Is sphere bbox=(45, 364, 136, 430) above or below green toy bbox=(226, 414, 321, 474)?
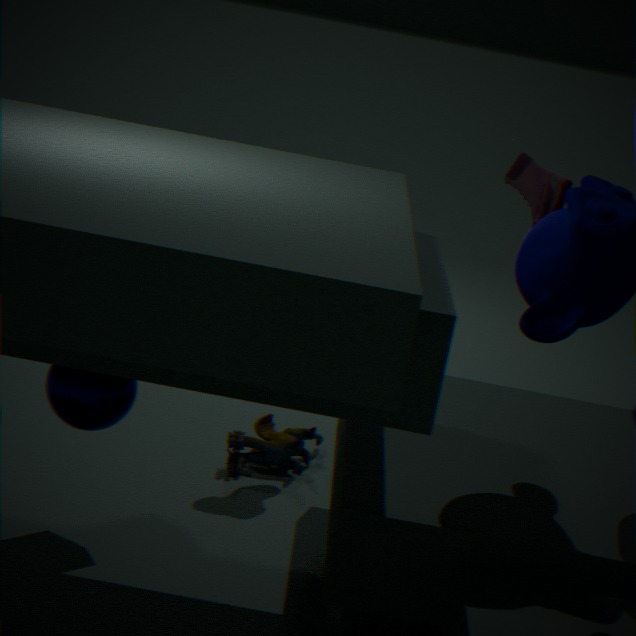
above
